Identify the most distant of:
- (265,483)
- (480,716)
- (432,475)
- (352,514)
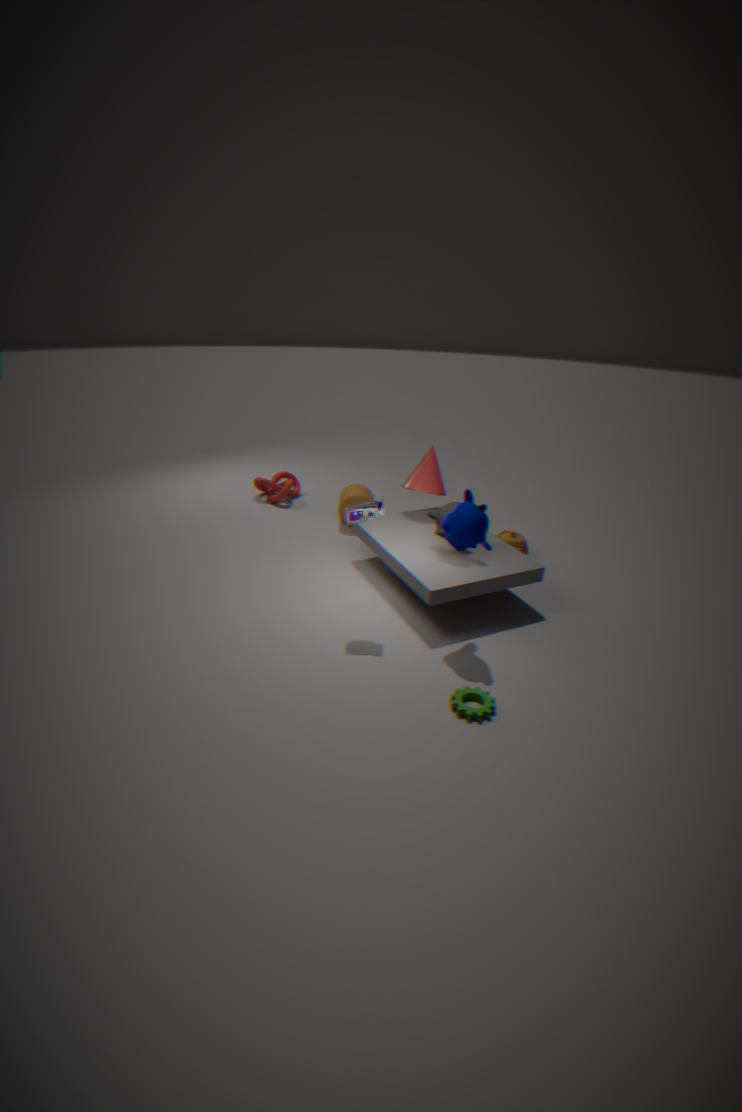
(265,483)
